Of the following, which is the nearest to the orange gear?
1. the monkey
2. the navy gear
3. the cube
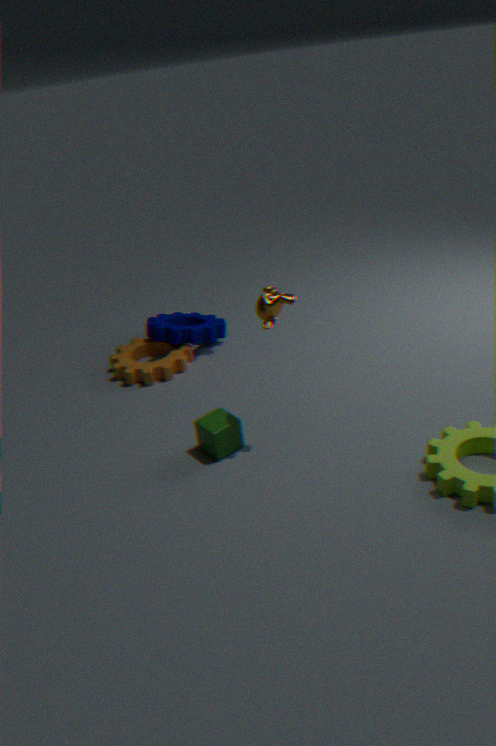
the navy gear
